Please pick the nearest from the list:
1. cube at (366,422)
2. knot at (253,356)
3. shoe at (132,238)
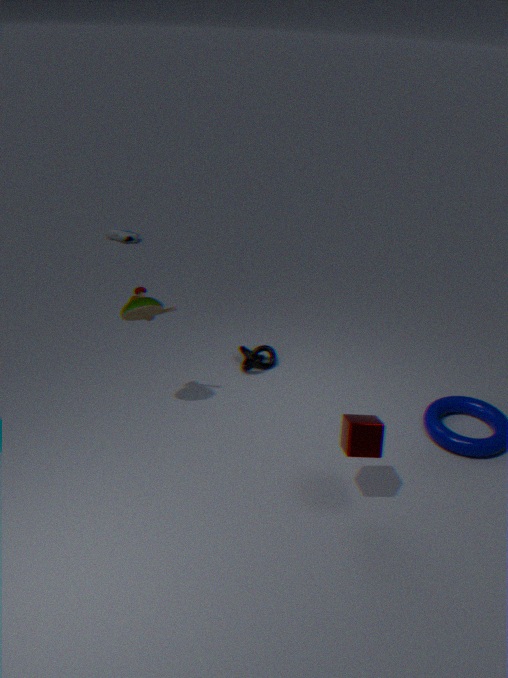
cube at (366,422)
